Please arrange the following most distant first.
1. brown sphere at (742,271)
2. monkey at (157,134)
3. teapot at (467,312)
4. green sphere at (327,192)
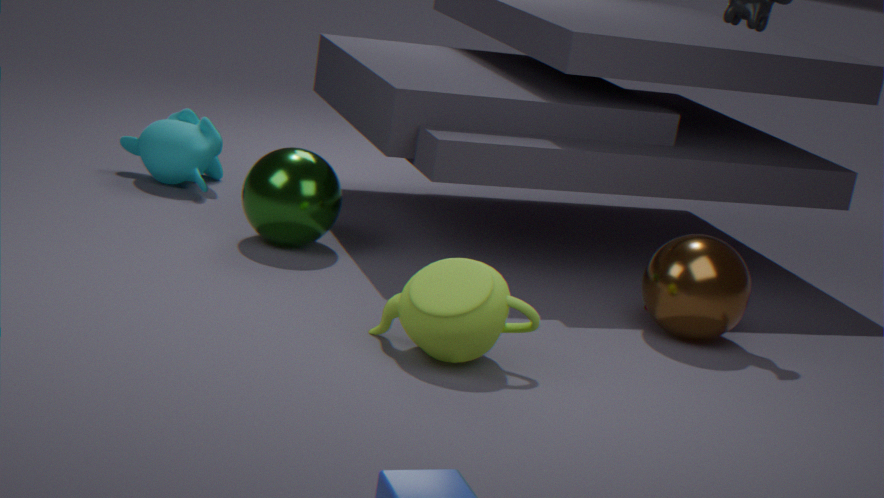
monkey at (157,134)
green sphere at (327,192)
brown sphere at (742,271)
teapot at (467,312)
